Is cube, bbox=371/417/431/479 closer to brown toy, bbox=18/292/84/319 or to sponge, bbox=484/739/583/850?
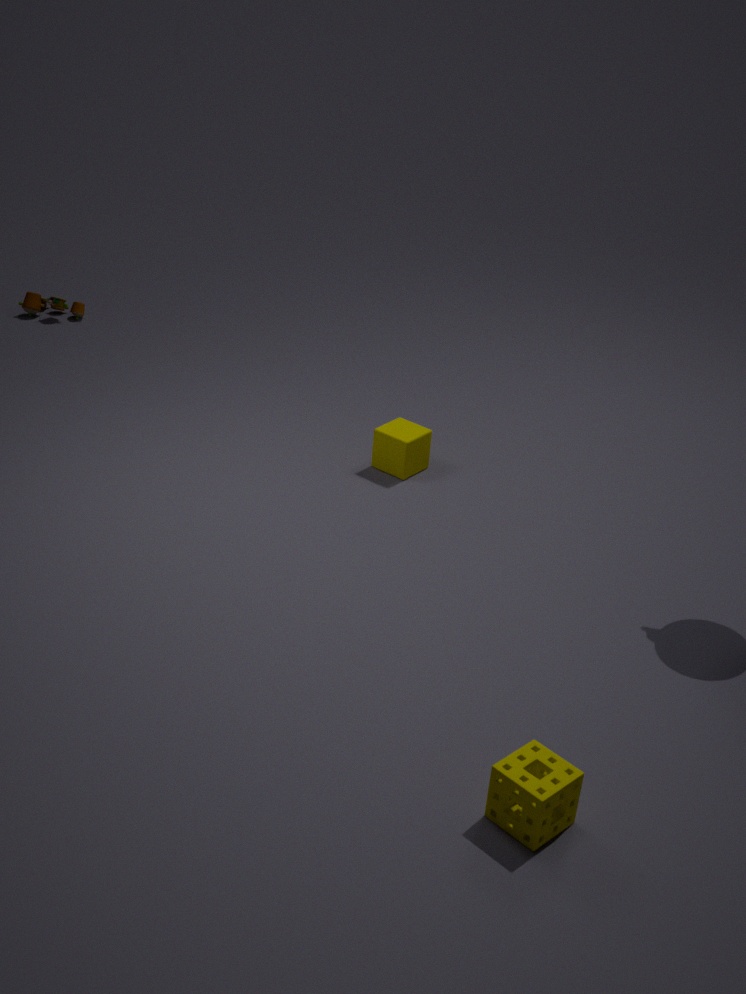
sponge, bbox=484/739/583/850
